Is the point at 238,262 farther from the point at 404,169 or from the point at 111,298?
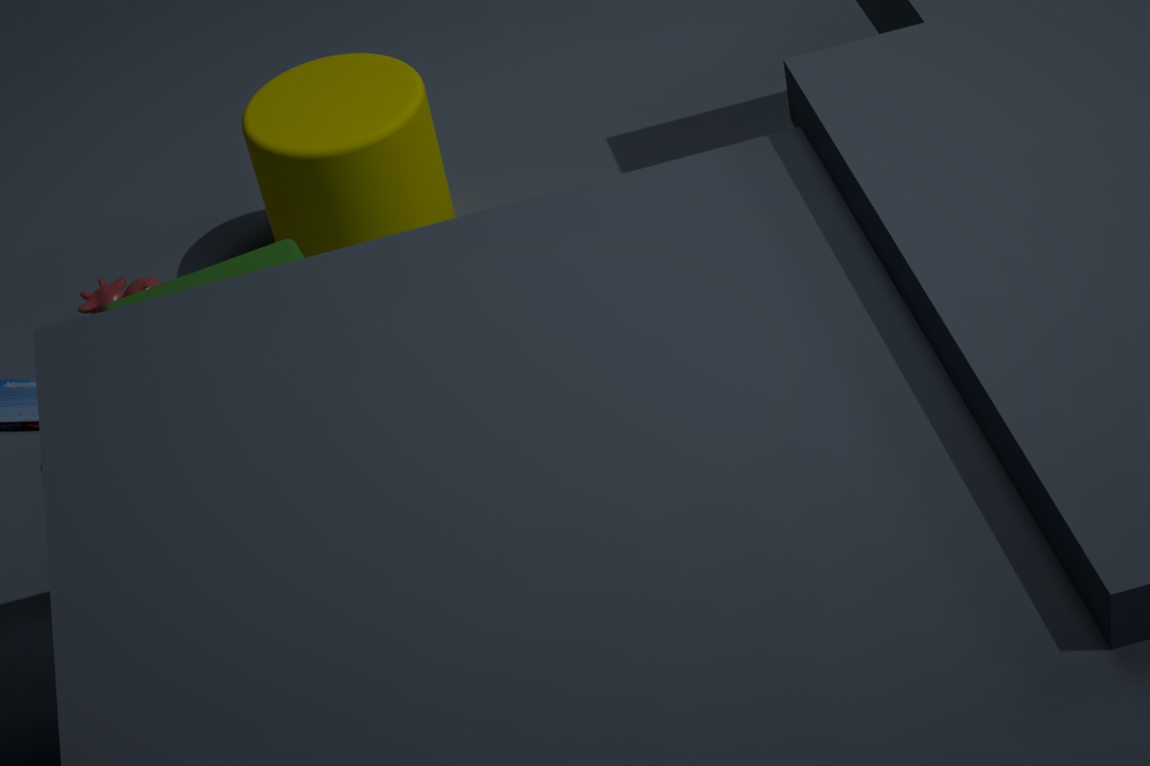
the point at 404,169
